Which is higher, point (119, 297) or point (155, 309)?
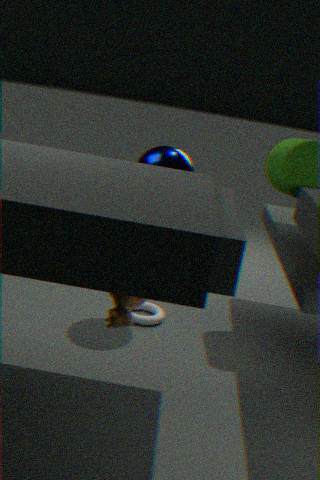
point (119, 297)
